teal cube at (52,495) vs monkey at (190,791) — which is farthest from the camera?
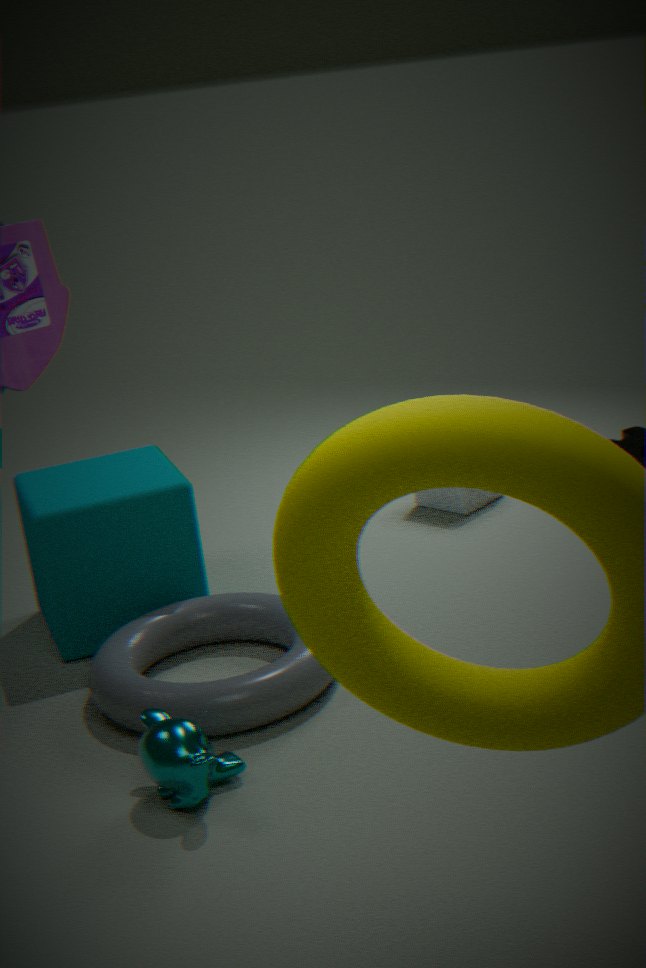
teal cube at (52,495)
